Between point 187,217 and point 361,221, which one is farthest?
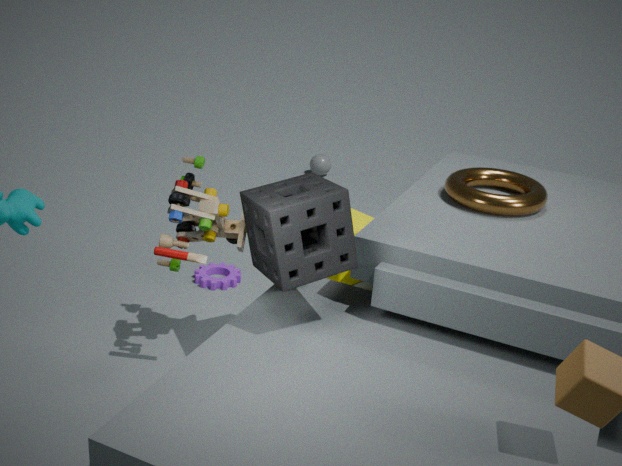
point 361,221
